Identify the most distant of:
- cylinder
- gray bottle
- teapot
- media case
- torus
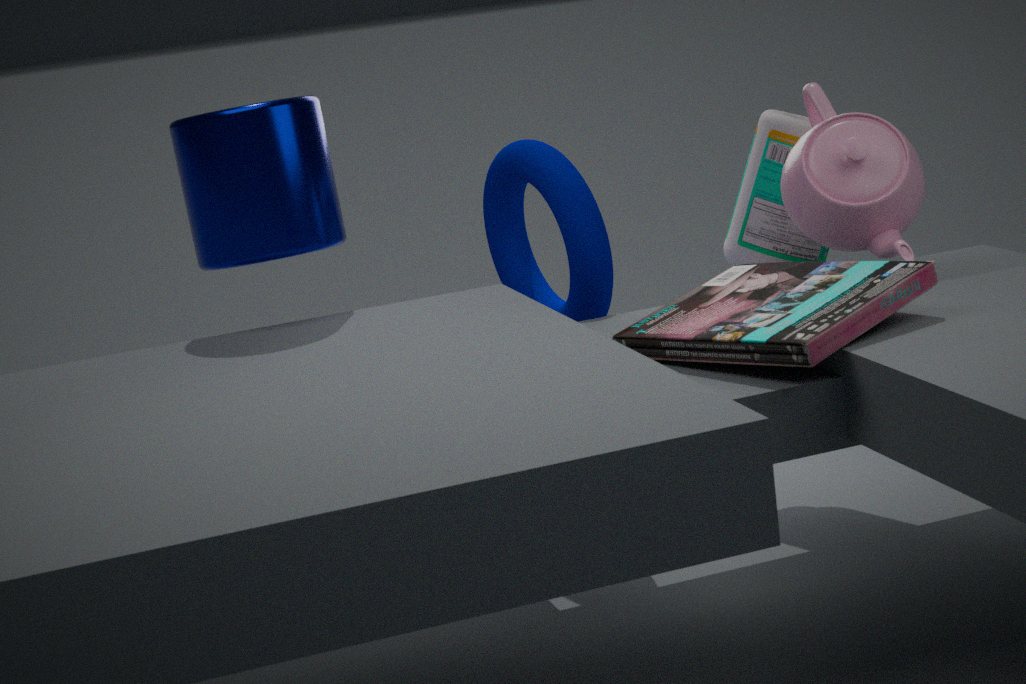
gray bottle
